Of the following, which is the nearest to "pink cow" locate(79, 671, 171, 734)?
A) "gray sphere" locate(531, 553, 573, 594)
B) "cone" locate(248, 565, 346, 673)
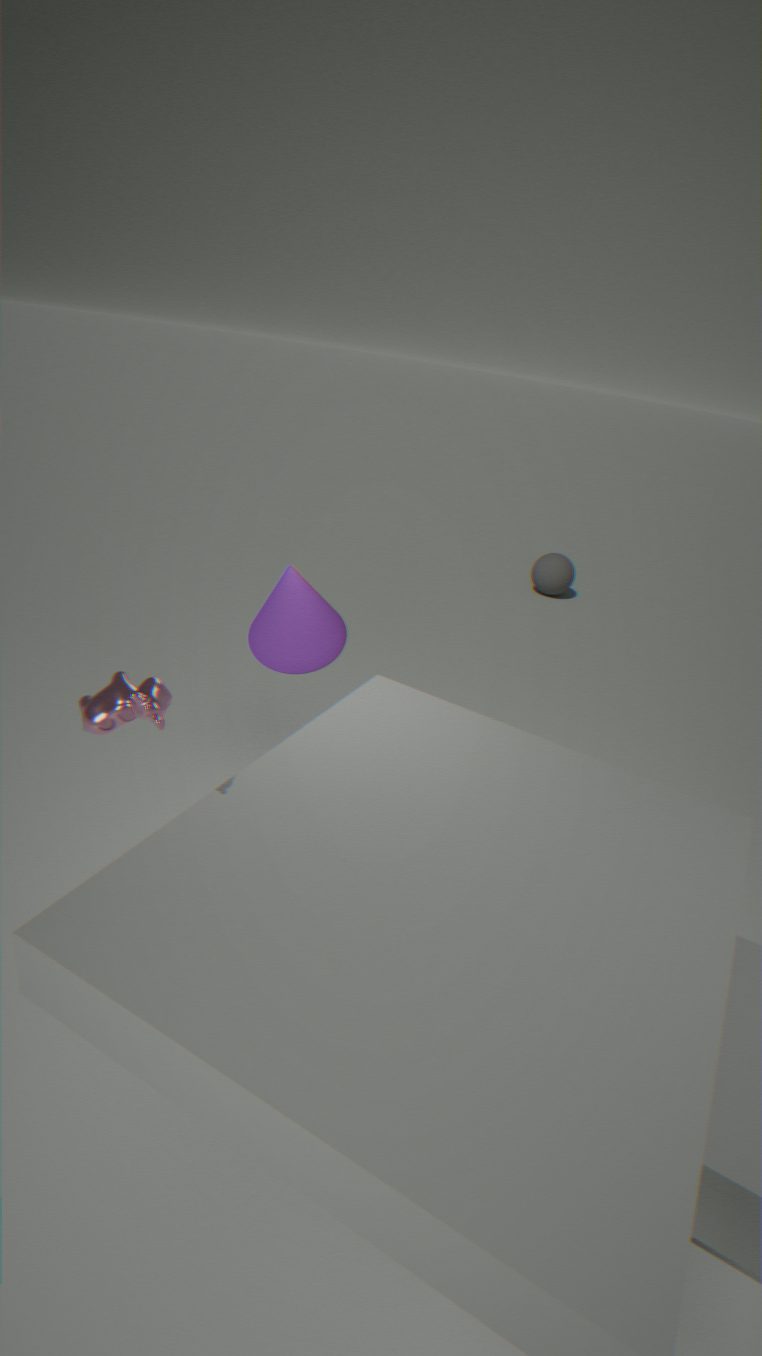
"cone" locate(248, 565, 346, 673)
